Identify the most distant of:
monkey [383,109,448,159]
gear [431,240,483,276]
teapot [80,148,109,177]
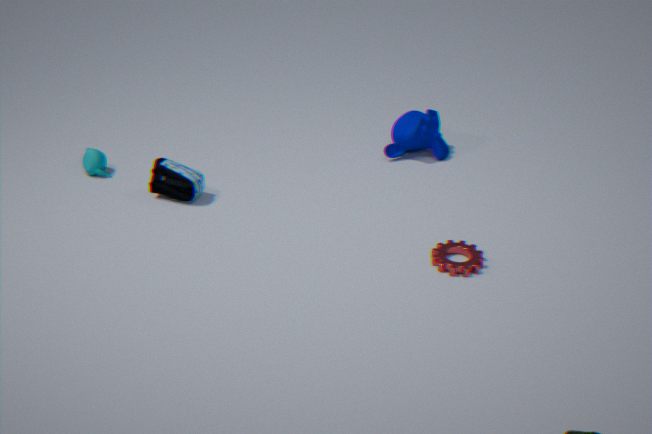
monkey [383,109,448,159]
